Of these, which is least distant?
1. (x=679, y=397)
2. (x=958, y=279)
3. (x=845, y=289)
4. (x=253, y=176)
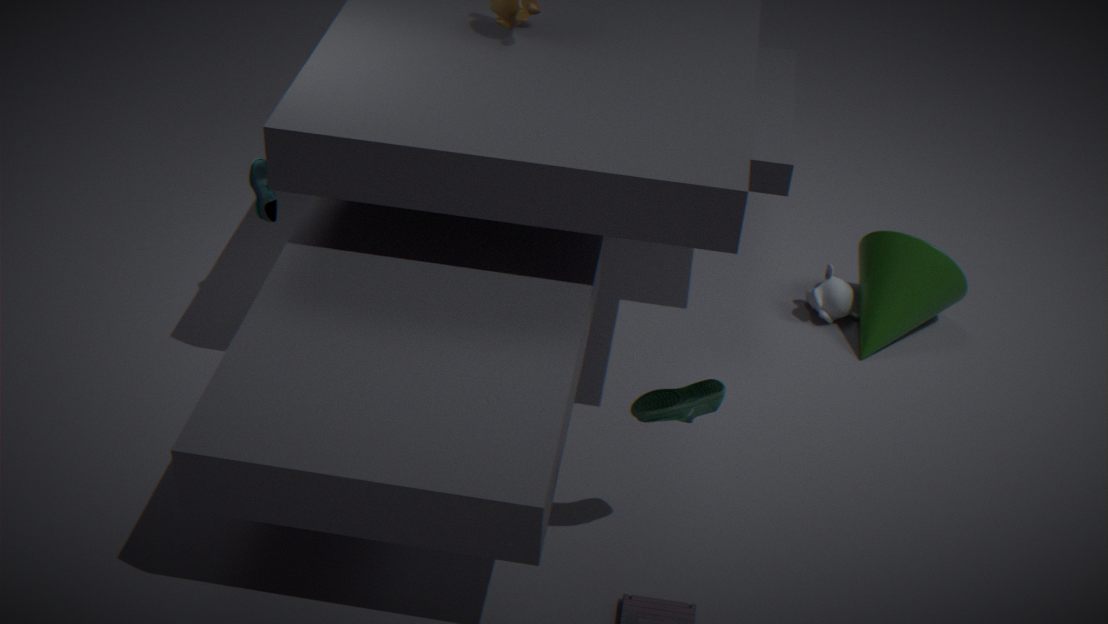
(x=679, y=397)
